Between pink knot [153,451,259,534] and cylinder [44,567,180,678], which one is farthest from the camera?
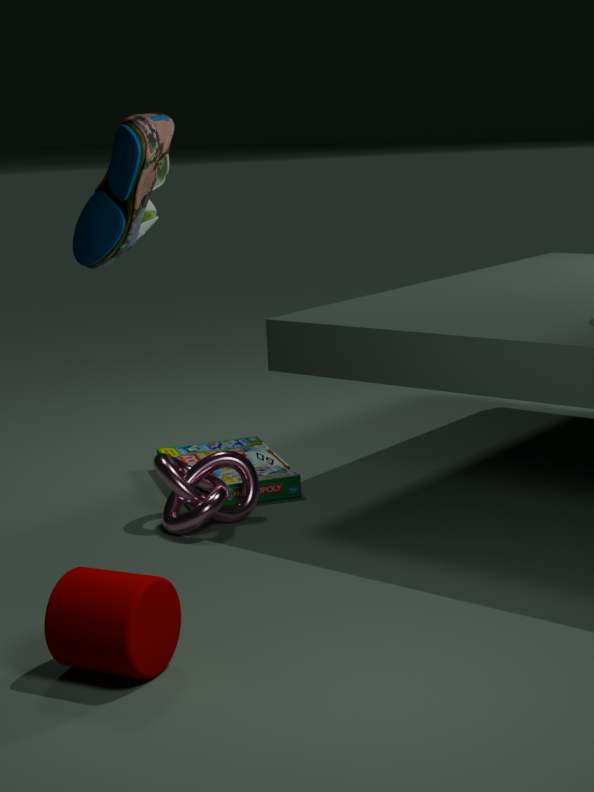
pink knot [153,451,259,534]
